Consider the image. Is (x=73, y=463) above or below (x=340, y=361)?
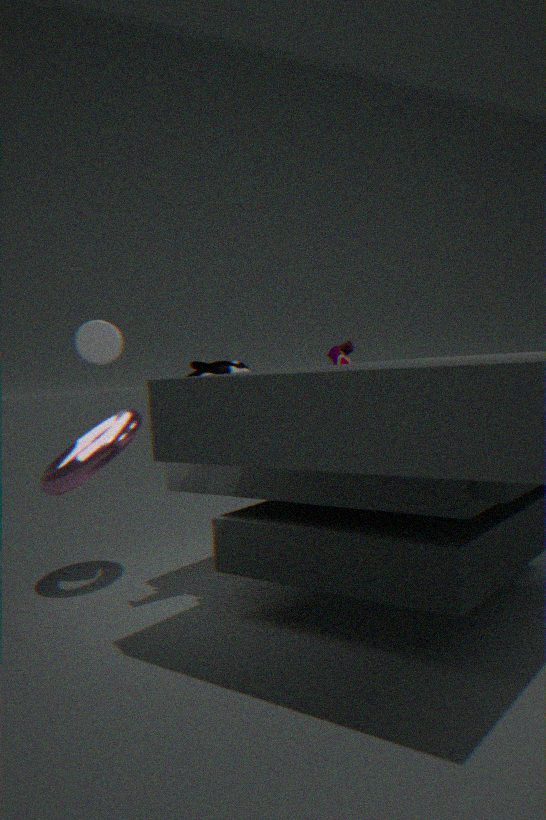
below
